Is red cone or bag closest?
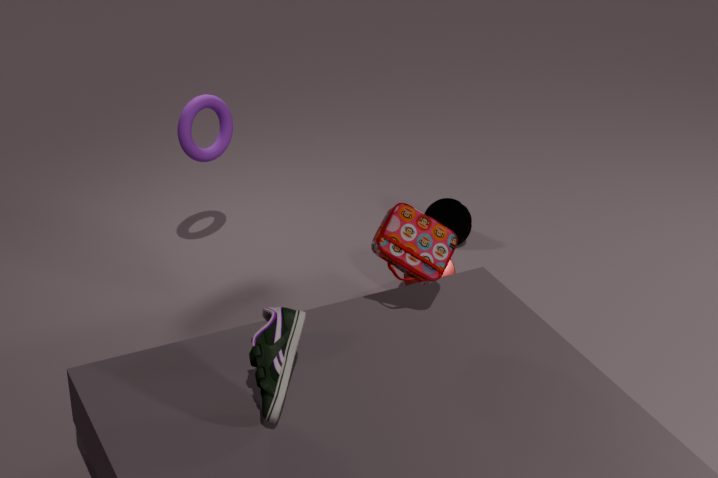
bag
